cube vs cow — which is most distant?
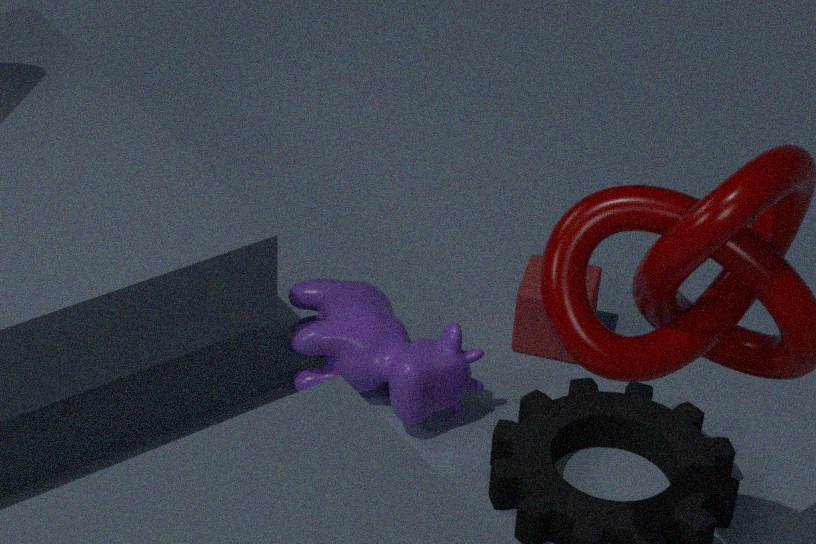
cube
